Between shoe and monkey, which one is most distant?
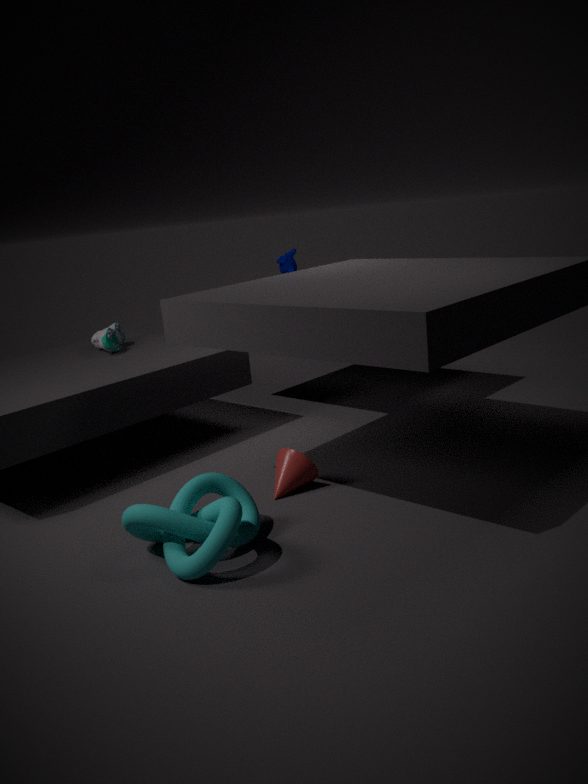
monkey
